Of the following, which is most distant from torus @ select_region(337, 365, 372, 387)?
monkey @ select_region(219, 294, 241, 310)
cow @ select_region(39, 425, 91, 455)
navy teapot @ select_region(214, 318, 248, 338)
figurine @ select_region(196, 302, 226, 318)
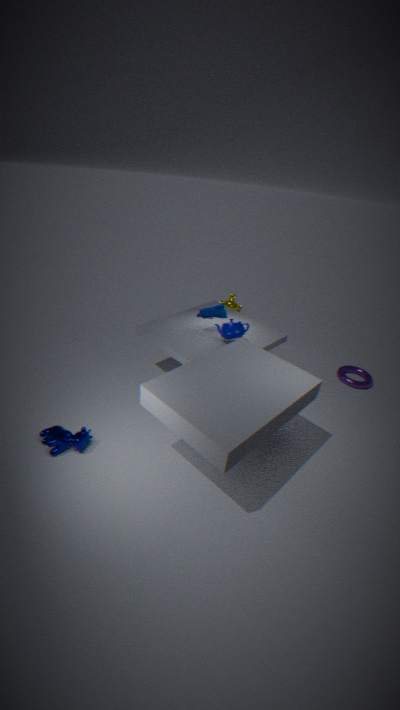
cow @ select_region(39, 425, 91, 455)
